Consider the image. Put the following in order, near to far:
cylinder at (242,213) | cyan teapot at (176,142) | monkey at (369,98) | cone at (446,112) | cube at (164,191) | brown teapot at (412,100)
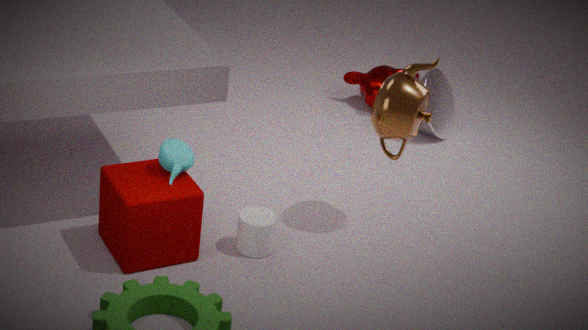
cube at (164,191) < cyan teapot at (176,142) < cylinder at (242,213) < brown teapot at (412,100) < cone at (446,112) < monkey at (369,98)
